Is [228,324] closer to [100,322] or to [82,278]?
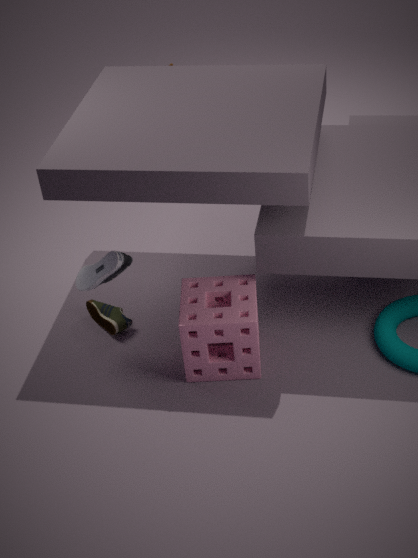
[82,278]
